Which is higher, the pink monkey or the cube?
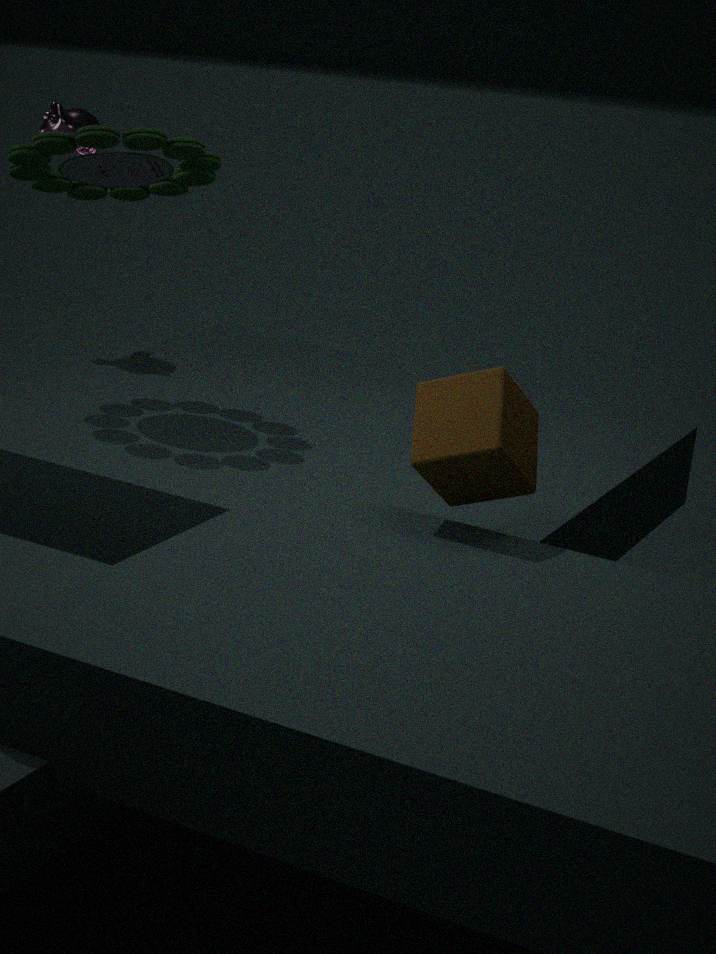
the pink monkey
